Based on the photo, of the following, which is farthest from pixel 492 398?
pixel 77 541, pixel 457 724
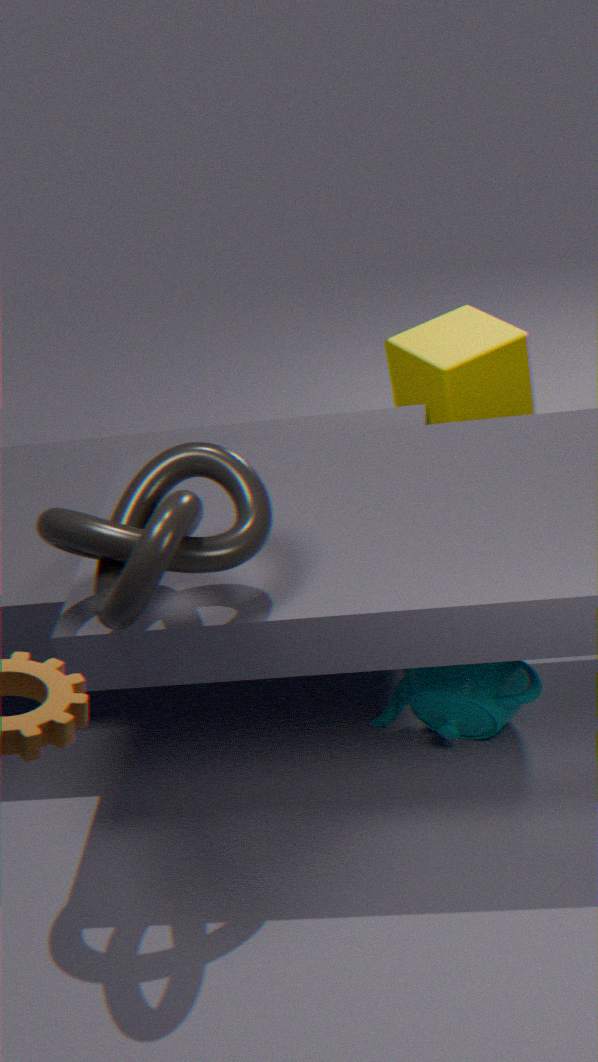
pixel 77 541
